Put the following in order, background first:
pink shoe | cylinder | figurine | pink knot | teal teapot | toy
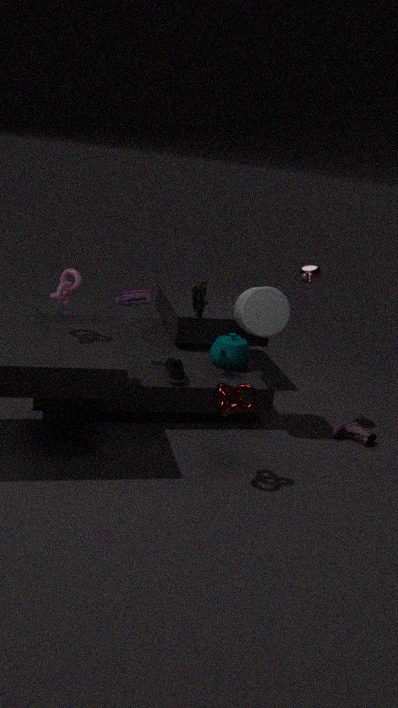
1. teal teapot
2. pink shoe
3. toy
4. figurine
5. cylinder
6. pink knot
